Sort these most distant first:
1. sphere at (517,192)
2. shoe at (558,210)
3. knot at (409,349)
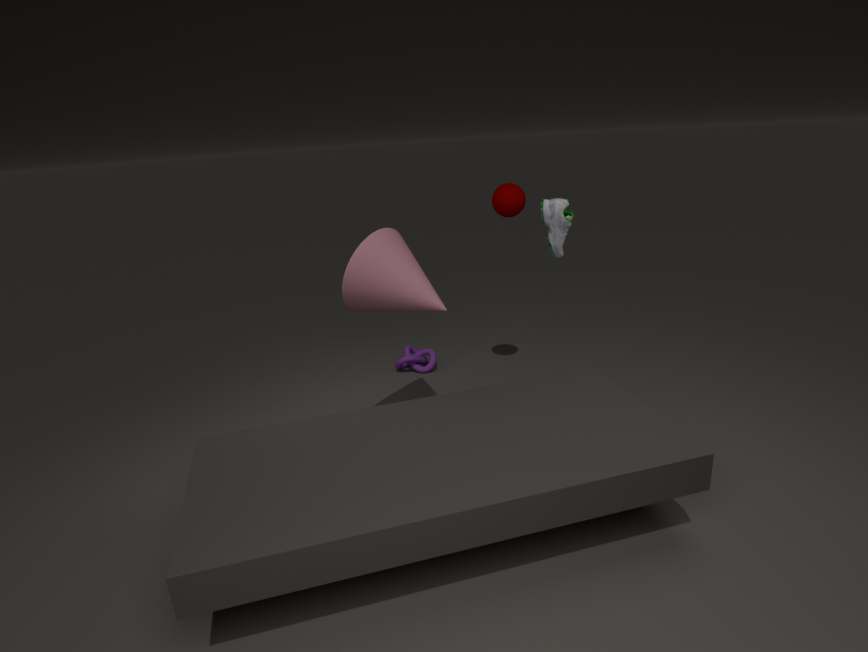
knot at (409,349), sphere at (517,192), shoe at (558,210)
